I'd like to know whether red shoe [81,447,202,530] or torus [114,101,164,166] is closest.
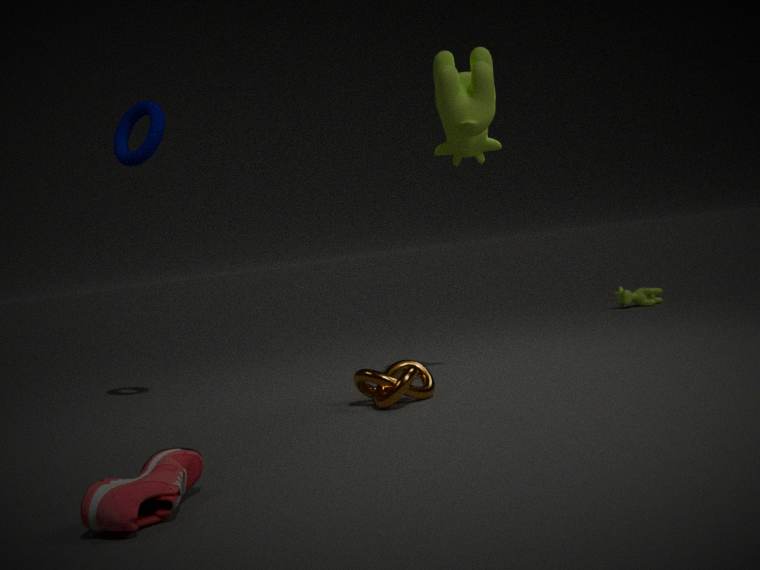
red shoe [81,447,202,530]
